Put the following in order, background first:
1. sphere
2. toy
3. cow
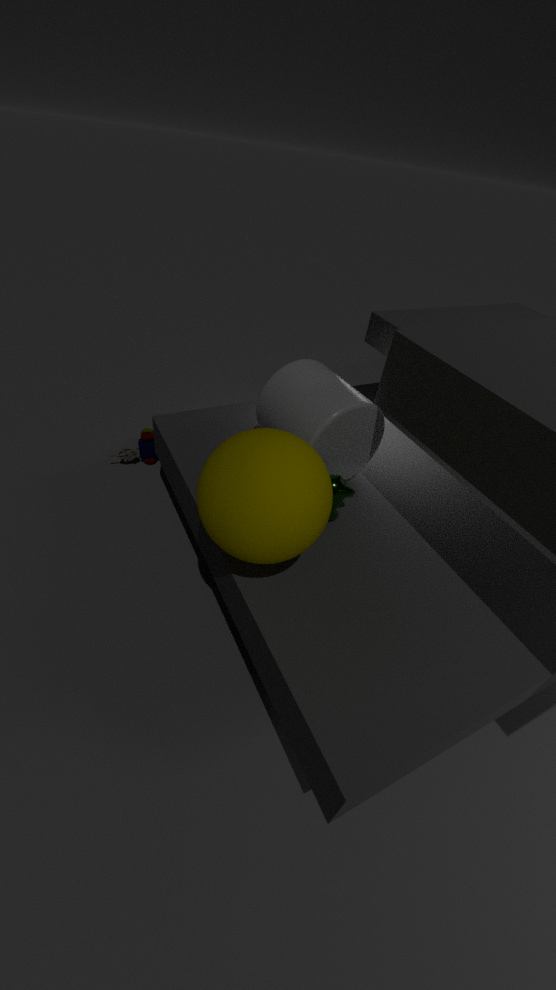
toy, cow, sphere
